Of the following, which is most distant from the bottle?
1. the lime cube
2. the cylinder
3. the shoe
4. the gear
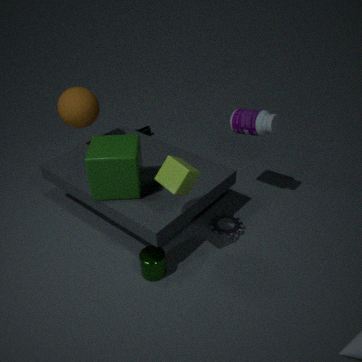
the shoe
